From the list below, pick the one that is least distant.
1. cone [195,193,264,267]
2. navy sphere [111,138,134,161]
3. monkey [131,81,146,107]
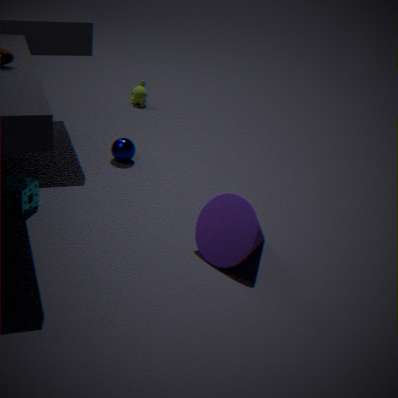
cone [195,193,264,267]
